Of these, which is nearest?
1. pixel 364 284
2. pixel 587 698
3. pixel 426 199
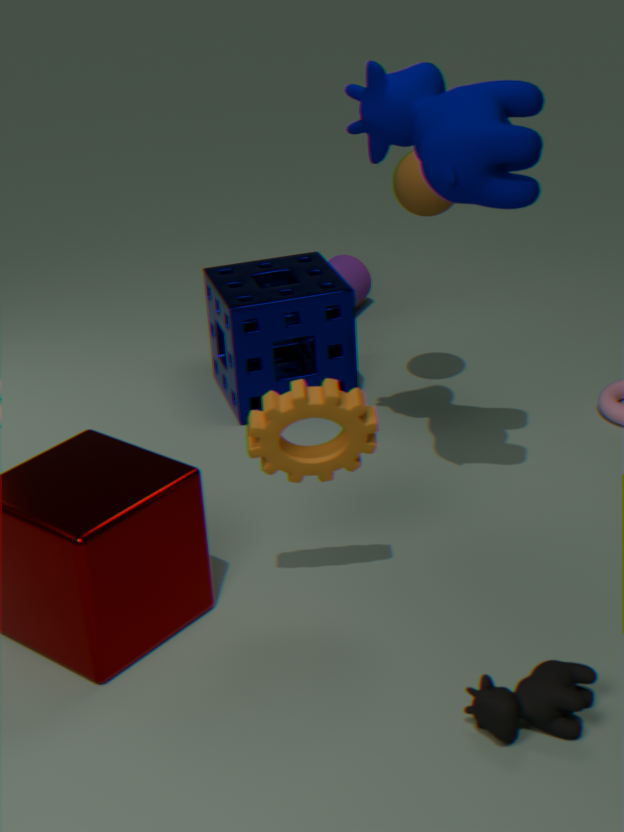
pixel 587 698
